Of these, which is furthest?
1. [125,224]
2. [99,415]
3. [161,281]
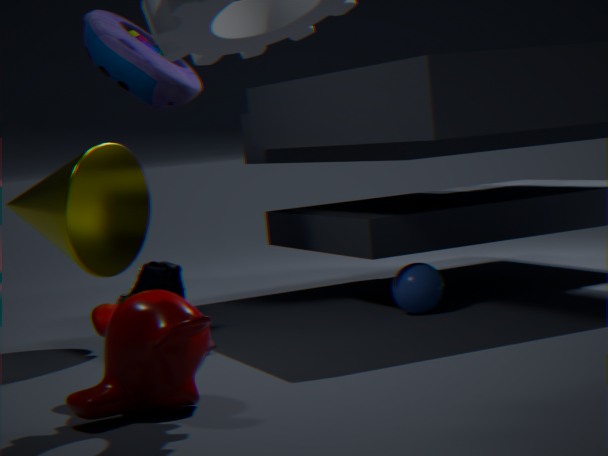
[161,281]
